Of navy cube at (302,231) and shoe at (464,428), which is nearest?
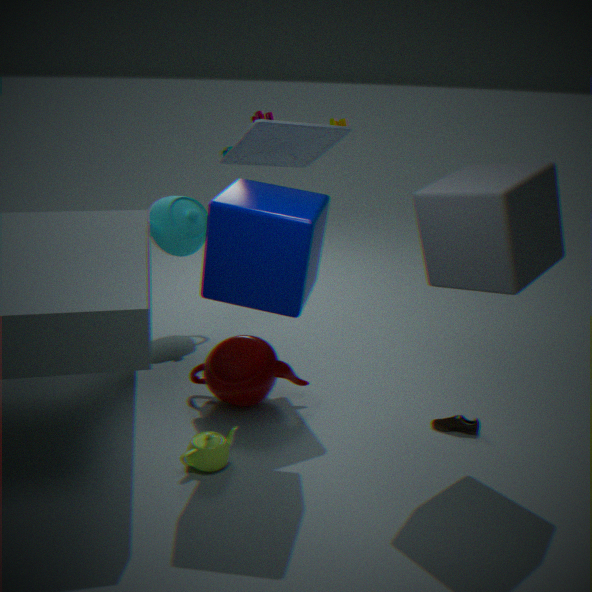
navy cube at (302,231)
